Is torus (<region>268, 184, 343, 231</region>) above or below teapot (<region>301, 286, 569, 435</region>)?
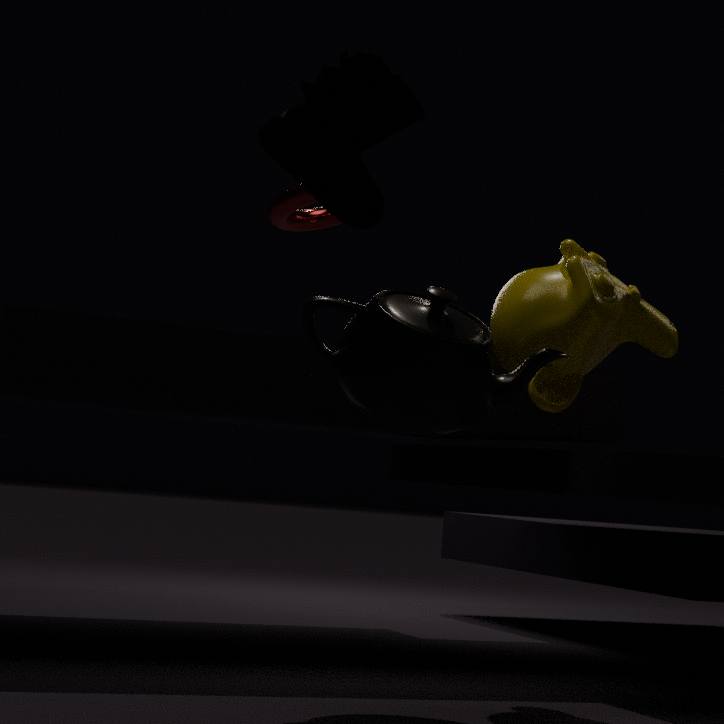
above
